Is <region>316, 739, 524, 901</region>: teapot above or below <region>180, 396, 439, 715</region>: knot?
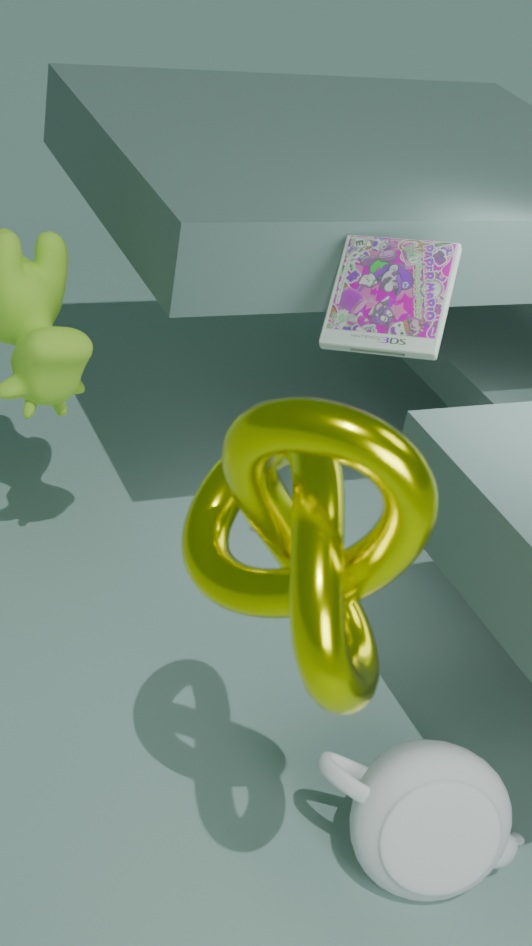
below
